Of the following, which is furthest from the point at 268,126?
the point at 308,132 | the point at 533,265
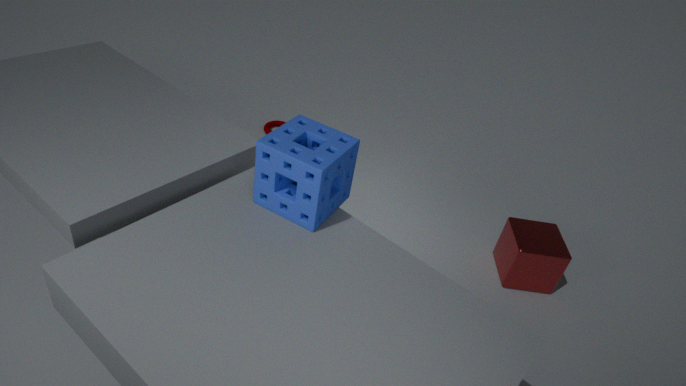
the point at 533,265
